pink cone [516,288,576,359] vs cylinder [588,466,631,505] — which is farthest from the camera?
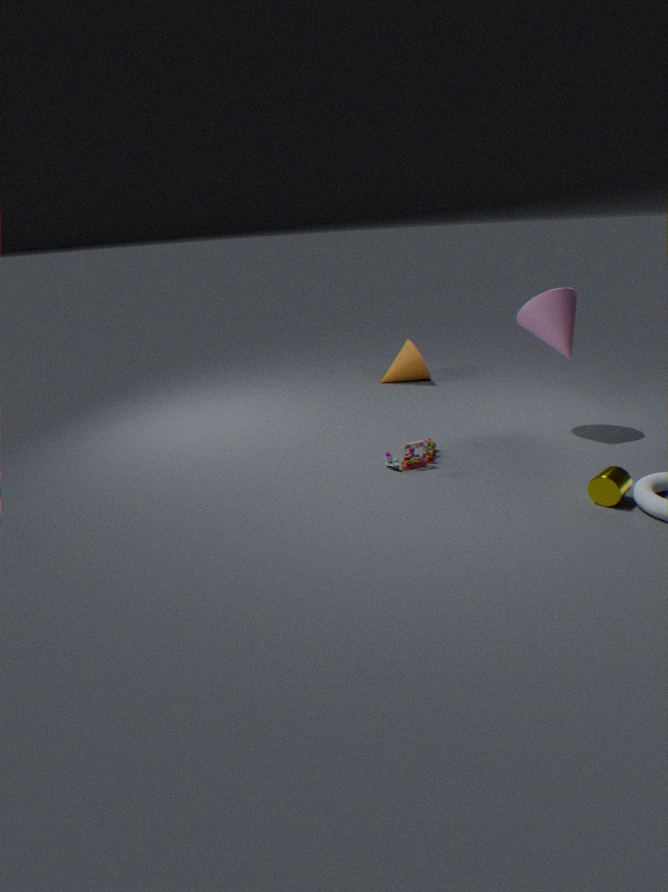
pink cone [516,288,576,359]
